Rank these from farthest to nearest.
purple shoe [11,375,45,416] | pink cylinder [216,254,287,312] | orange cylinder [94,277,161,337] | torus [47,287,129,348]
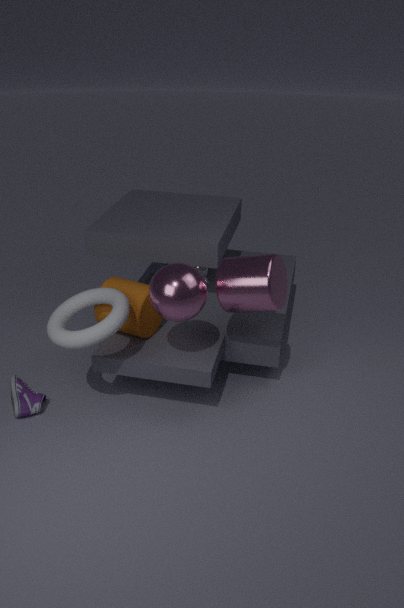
purple shoe [11,375,45,416] → orange cylinder [94,277,161,337] → pink cylinder [216,254,287,312] → torus [47,287,129,348]
